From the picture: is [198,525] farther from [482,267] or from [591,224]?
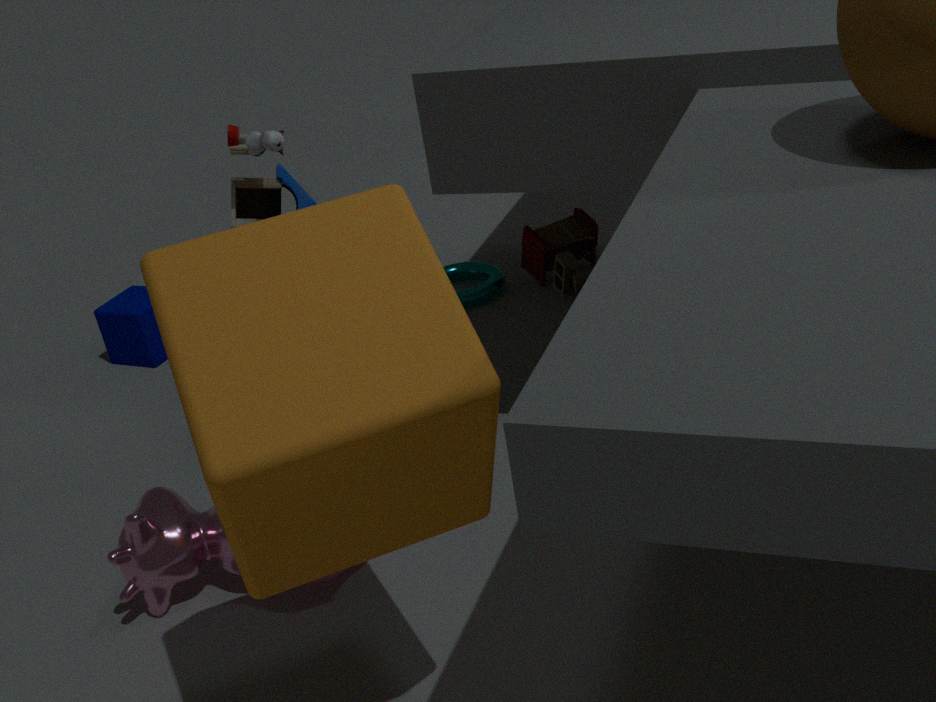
[591,224]
